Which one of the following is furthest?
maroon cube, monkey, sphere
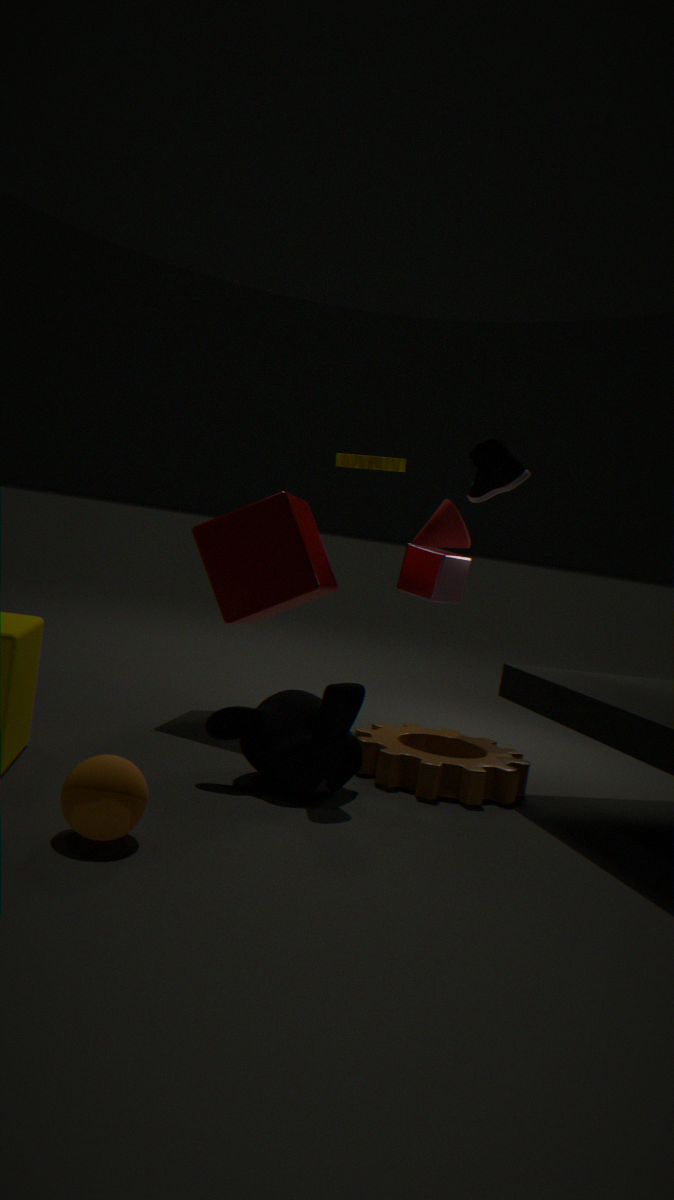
maroon cube
